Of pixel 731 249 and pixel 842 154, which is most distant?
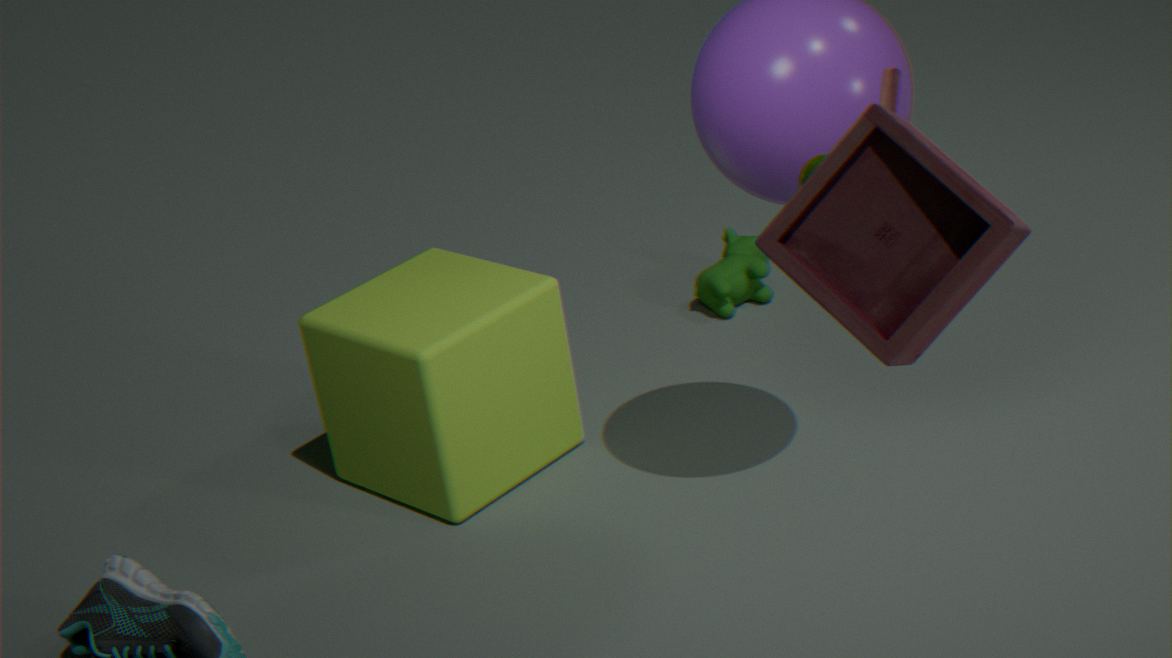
pixel 731 249
